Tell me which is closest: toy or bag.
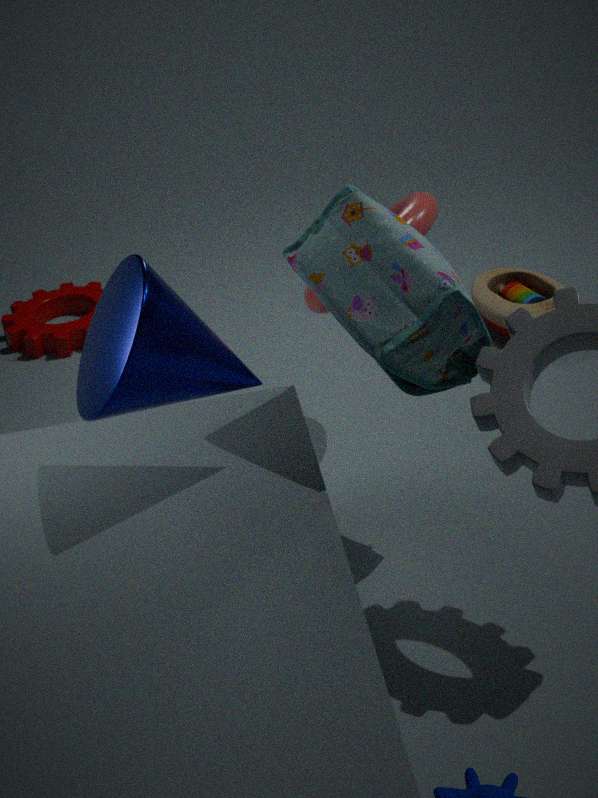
bag
